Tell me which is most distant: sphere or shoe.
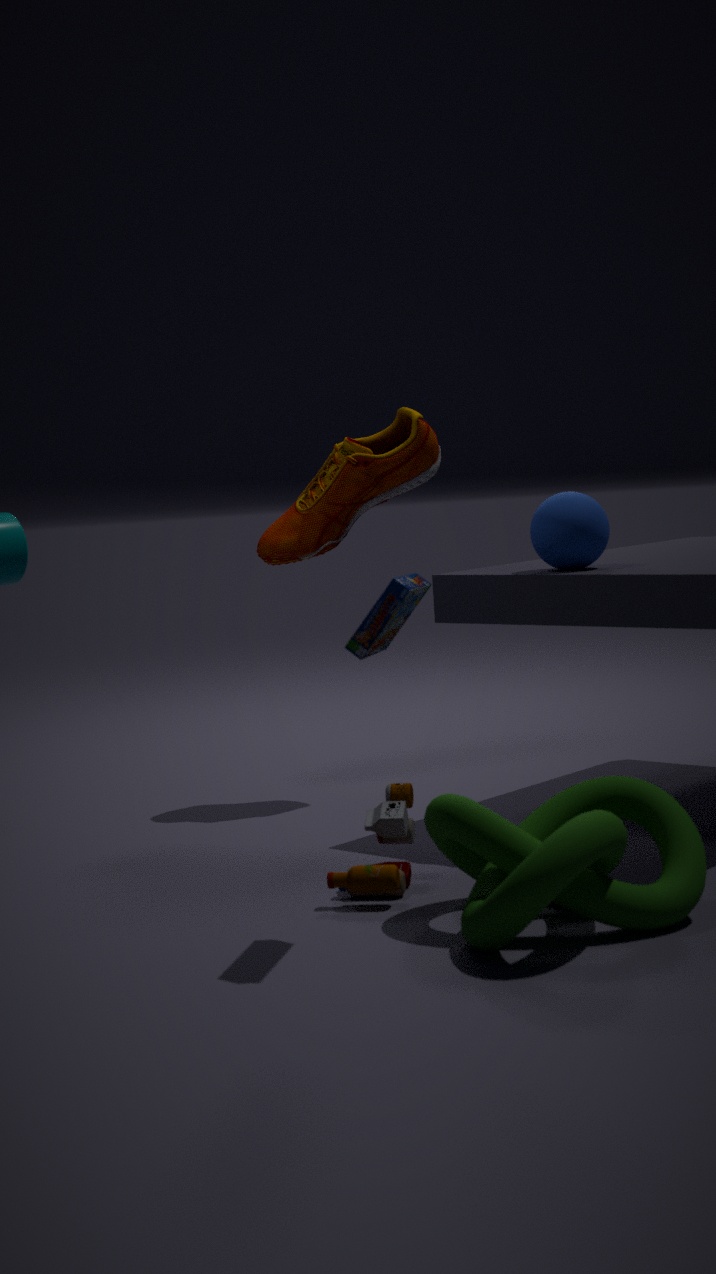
shoe
